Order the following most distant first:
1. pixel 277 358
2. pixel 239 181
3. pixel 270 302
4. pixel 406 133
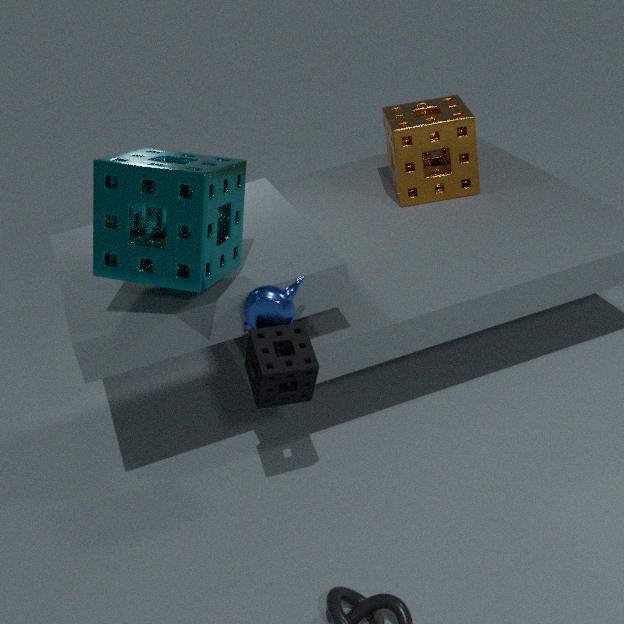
pixel 406 133
pixel 239 181
pixel 270 302
pixel 277 358
